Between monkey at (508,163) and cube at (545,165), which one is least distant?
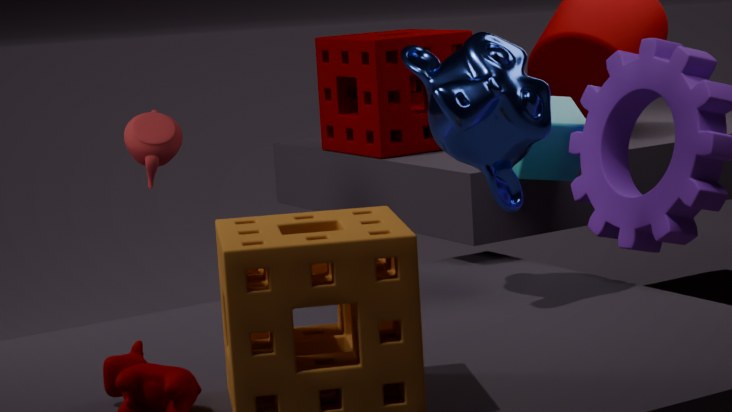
monkey at (508,163)
